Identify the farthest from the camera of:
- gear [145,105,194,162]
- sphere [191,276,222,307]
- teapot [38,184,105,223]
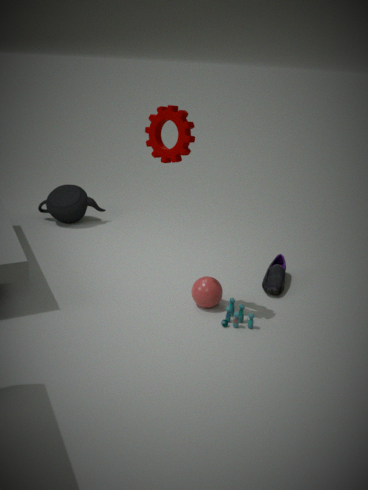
teapot [38,184,105,223]
